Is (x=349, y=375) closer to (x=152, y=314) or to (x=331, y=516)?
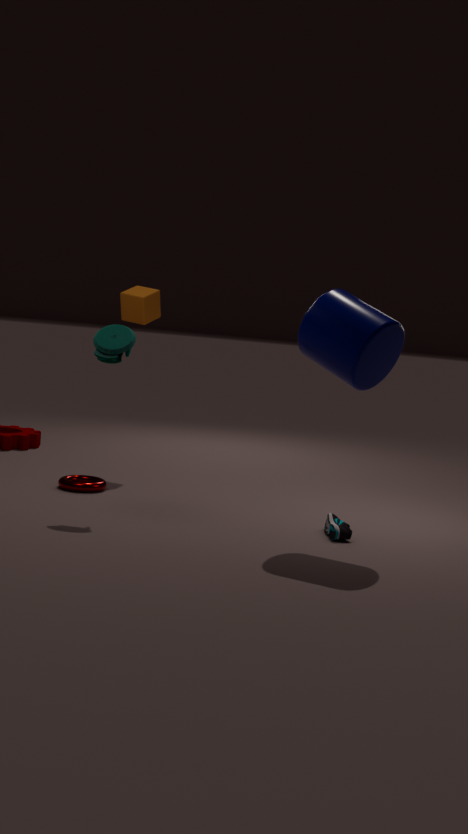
(x=331, y=516)
